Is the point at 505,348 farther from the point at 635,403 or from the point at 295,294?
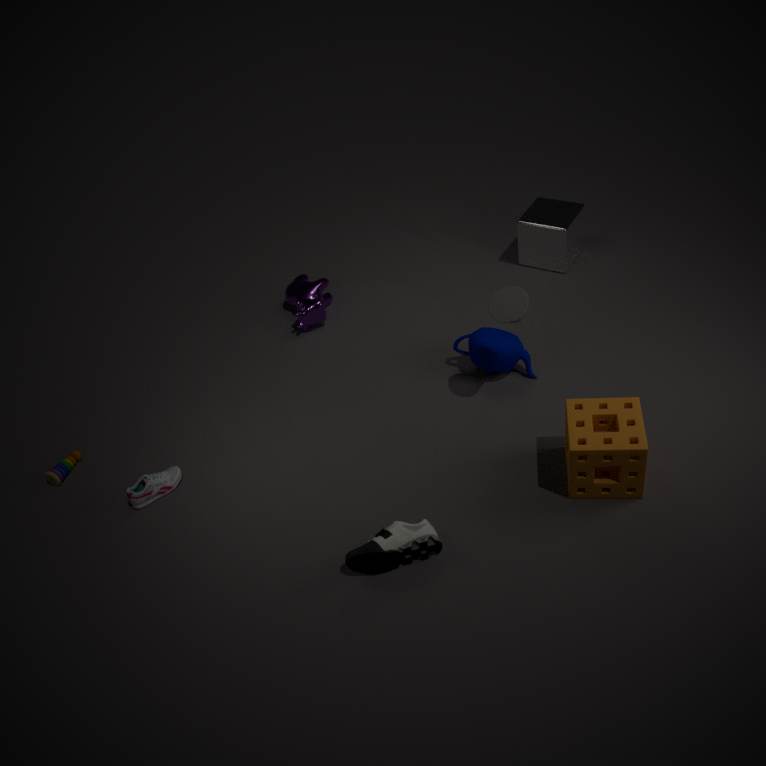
the point at 295,294
